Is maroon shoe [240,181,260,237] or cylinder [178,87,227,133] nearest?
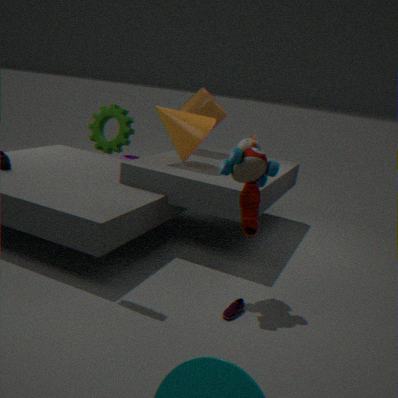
maroon shoe [240,181,260,237]
